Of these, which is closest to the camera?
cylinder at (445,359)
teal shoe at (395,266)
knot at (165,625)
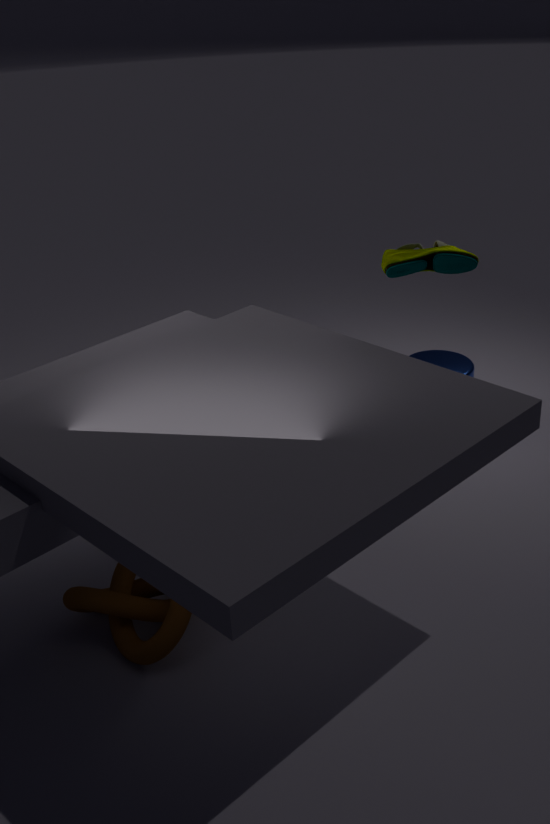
knot at (165,625)
